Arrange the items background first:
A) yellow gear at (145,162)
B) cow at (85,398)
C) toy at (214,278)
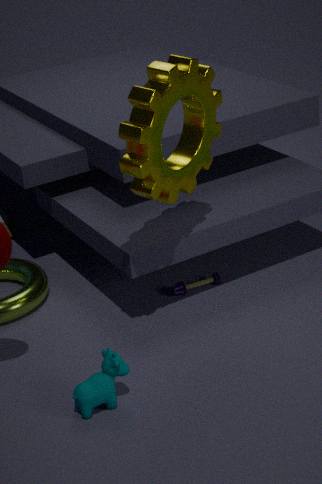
toy at (214,278) < cow at (85,398) < yellow gear at (145,162)
